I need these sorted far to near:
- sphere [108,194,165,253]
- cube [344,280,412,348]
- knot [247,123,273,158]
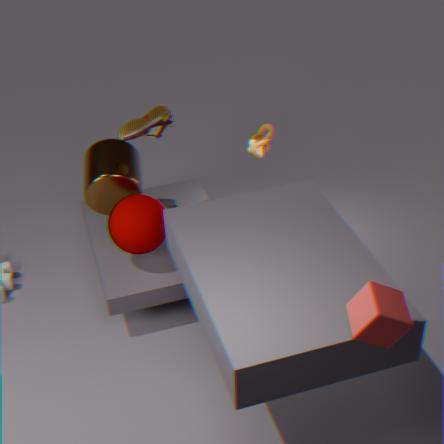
knot [247,123,273,158] → sphere [108,194,165,253] → cube [344,280,412,348]
